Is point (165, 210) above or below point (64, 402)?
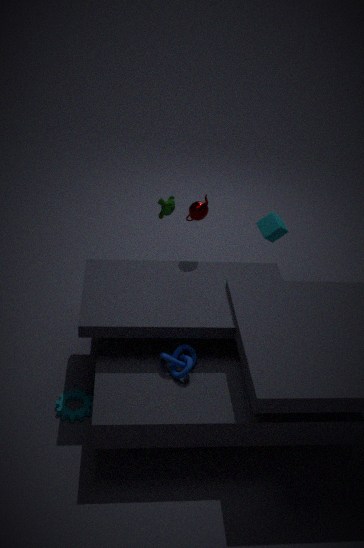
above
